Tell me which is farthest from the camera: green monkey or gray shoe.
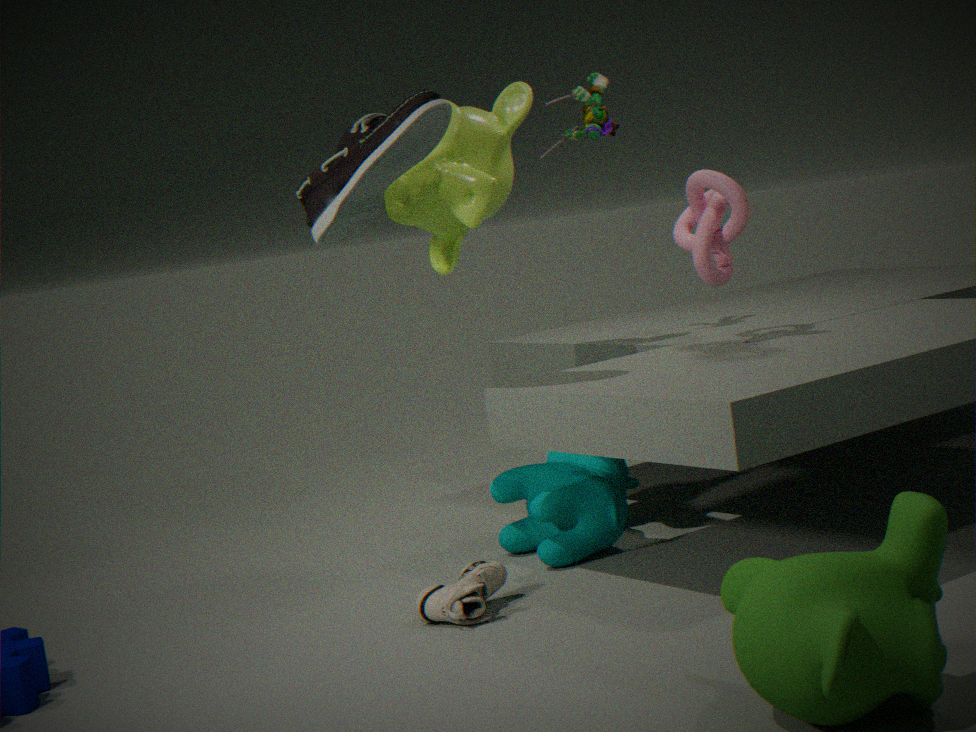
gray shoe
